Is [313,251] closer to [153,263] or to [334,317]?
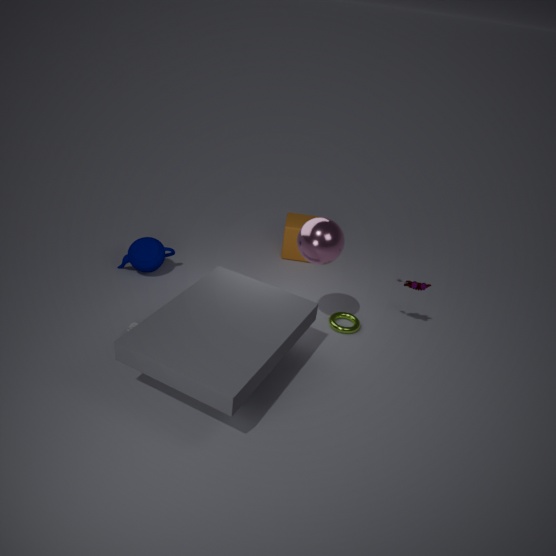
[334,317]
